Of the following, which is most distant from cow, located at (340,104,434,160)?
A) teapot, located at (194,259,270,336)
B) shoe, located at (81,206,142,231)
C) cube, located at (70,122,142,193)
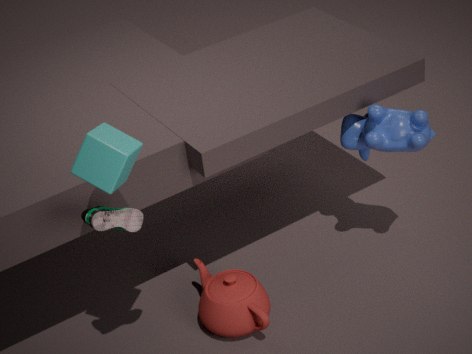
cube, located at (70,122,142,193)
